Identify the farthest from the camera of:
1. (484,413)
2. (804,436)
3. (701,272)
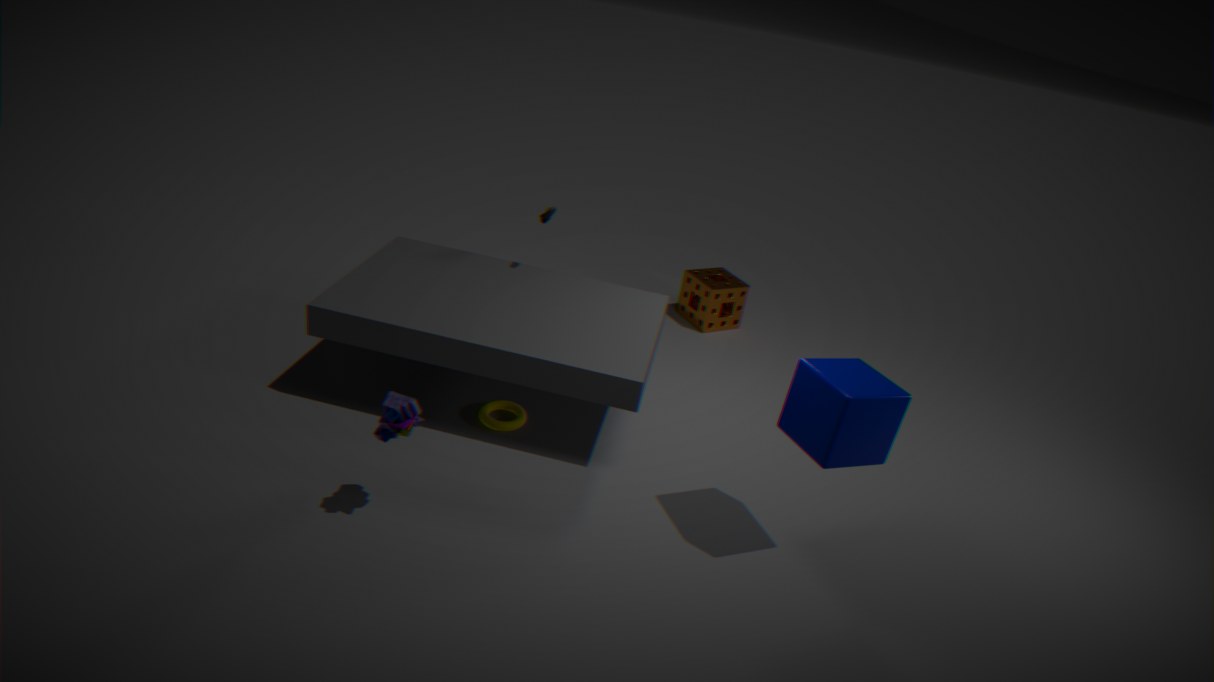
(701,272)
